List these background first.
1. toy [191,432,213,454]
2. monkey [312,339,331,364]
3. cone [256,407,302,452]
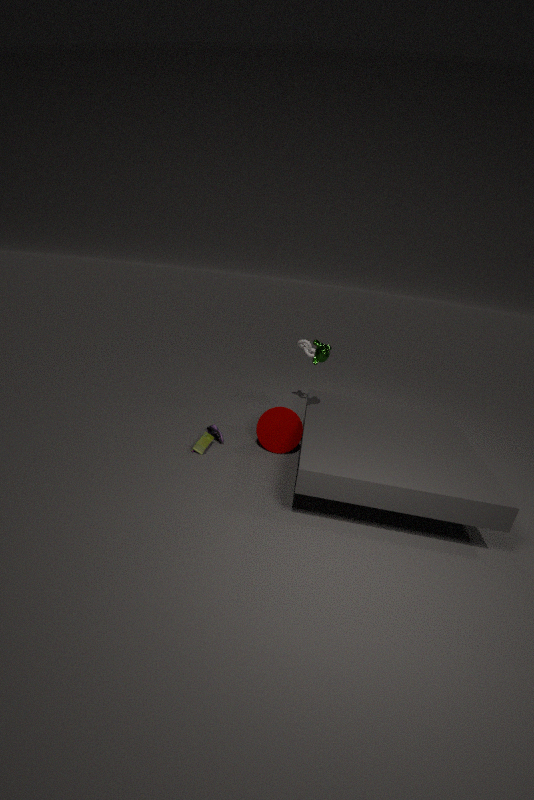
cone [256,407,302,452] → toy [191,432,213,454] → monkey [312,339,331,364]
